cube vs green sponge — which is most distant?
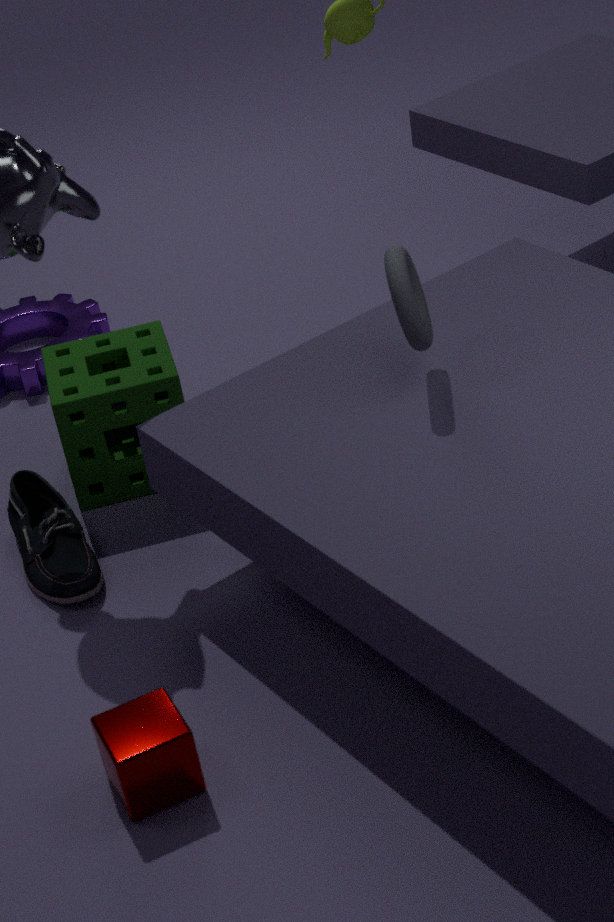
green sponge
